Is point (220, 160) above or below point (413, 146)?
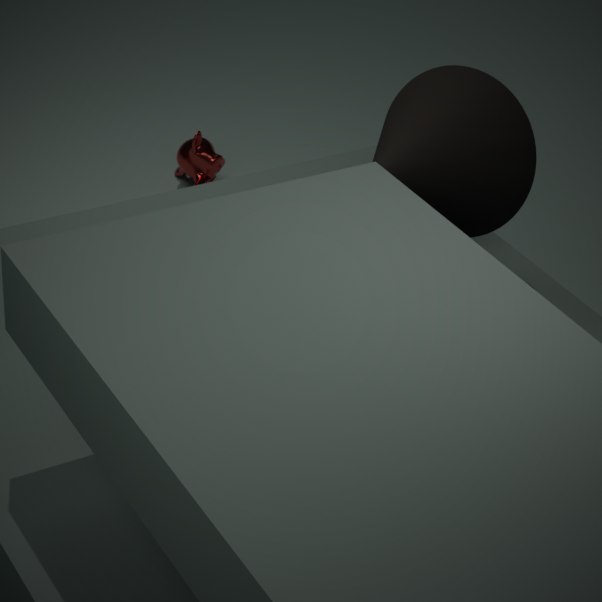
below
